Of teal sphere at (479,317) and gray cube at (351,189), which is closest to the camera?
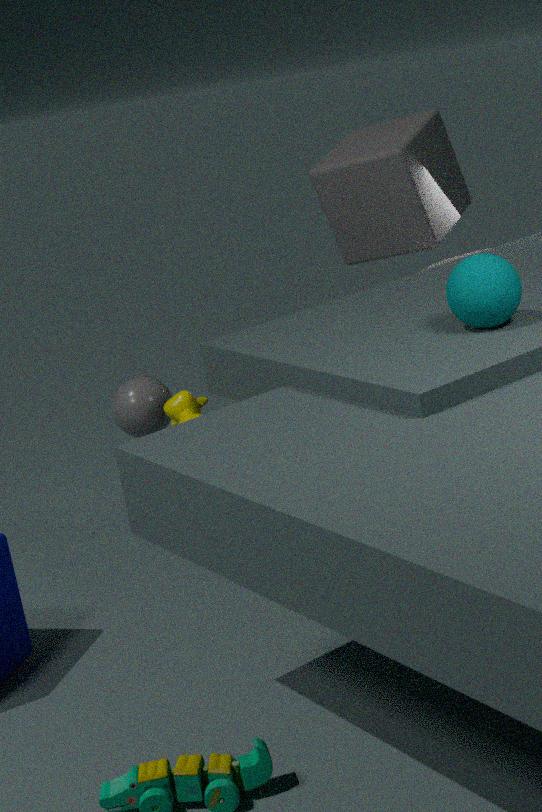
teal sphere at (479,317)
